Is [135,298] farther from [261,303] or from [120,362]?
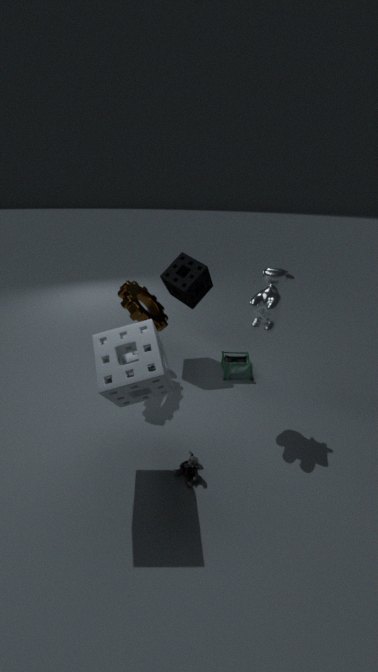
[261,303]
